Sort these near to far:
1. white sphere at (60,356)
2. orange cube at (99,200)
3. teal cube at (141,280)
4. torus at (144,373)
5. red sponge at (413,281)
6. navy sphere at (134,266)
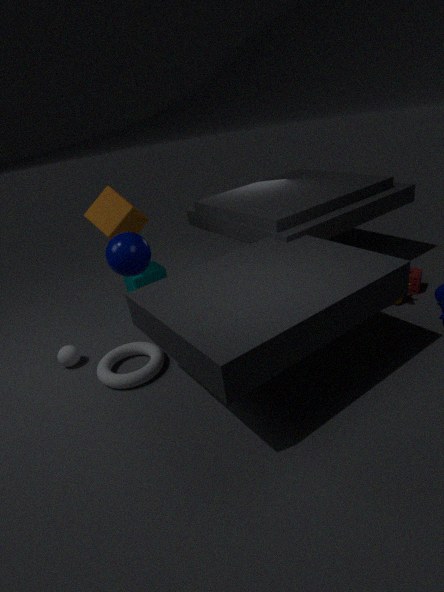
torus at (144,373) < navy sphere at (134,266) < white sphere at (60,356) < orange cube at (99,200) < red sponge at (413,281) < teal cube at (141,280)
